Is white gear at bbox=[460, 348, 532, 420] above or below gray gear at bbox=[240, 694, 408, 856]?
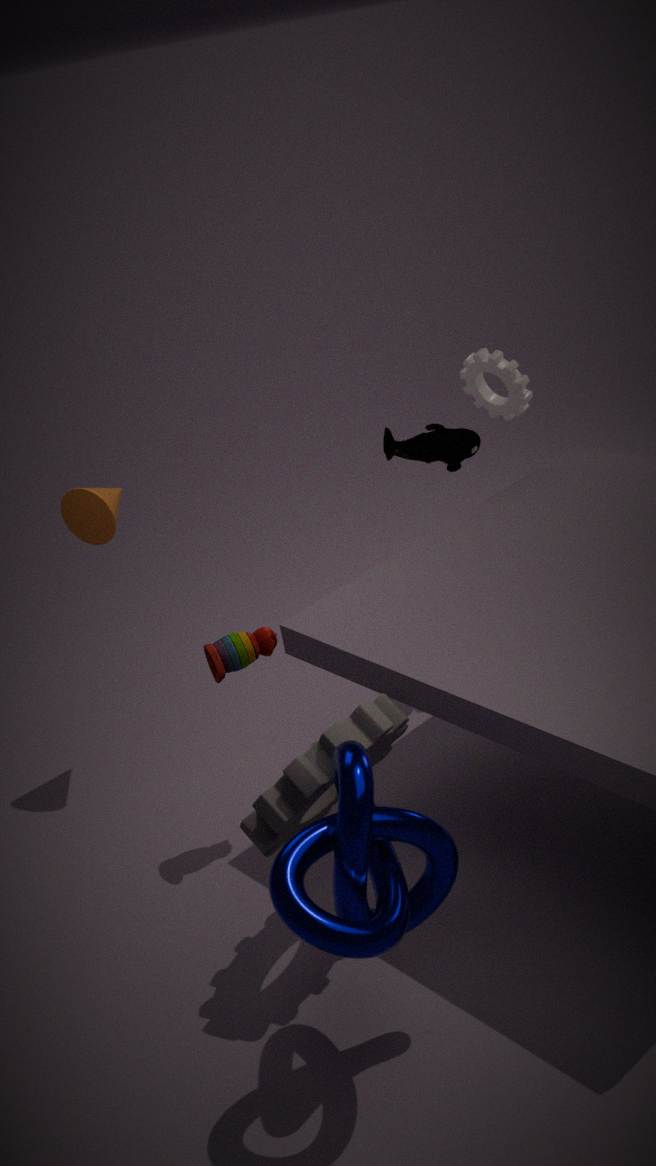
above
